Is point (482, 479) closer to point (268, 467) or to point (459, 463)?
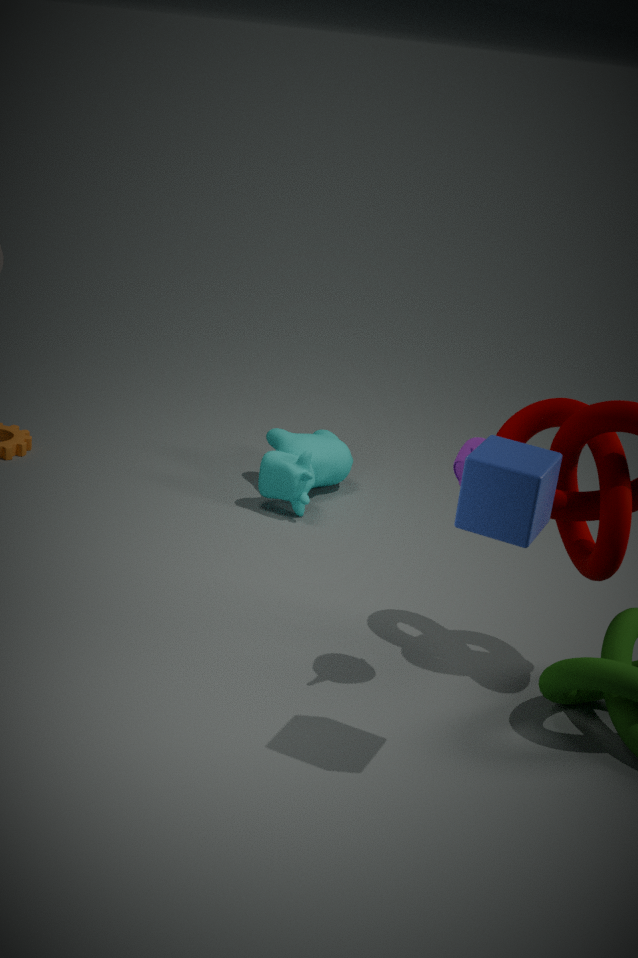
point (459, 463)
